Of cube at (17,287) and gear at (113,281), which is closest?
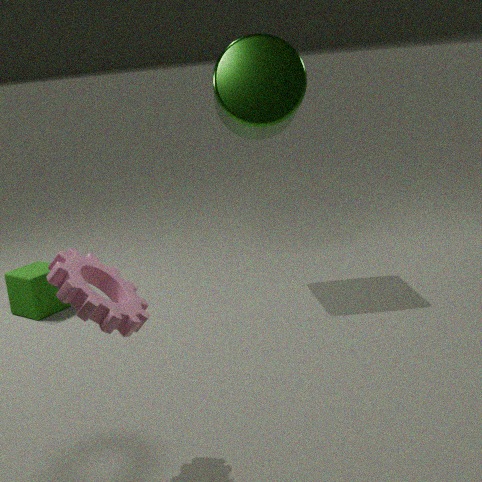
gear at (113,281)
